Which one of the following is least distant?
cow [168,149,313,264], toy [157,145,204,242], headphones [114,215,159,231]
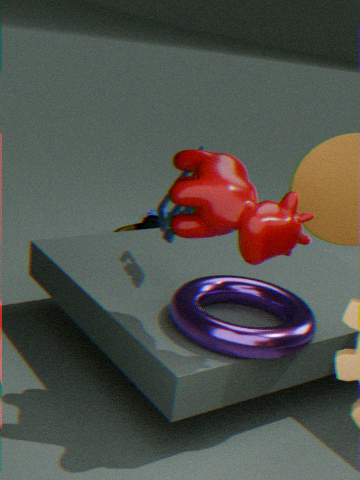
cow [168,149,313,264]
